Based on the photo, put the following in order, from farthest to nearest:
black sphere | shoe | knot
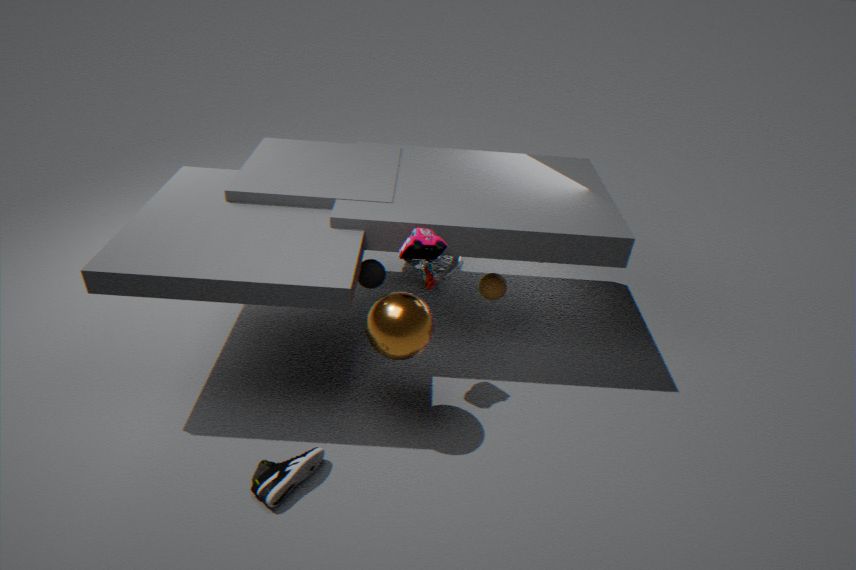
knot
black sphere
shoe
